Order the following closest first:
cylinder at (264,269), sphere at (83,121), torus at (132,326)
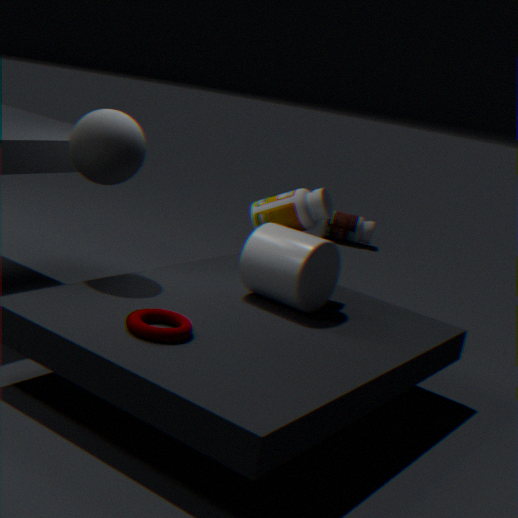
torus at (132,326), sphere at (83,121), cylinder at (264,269)
